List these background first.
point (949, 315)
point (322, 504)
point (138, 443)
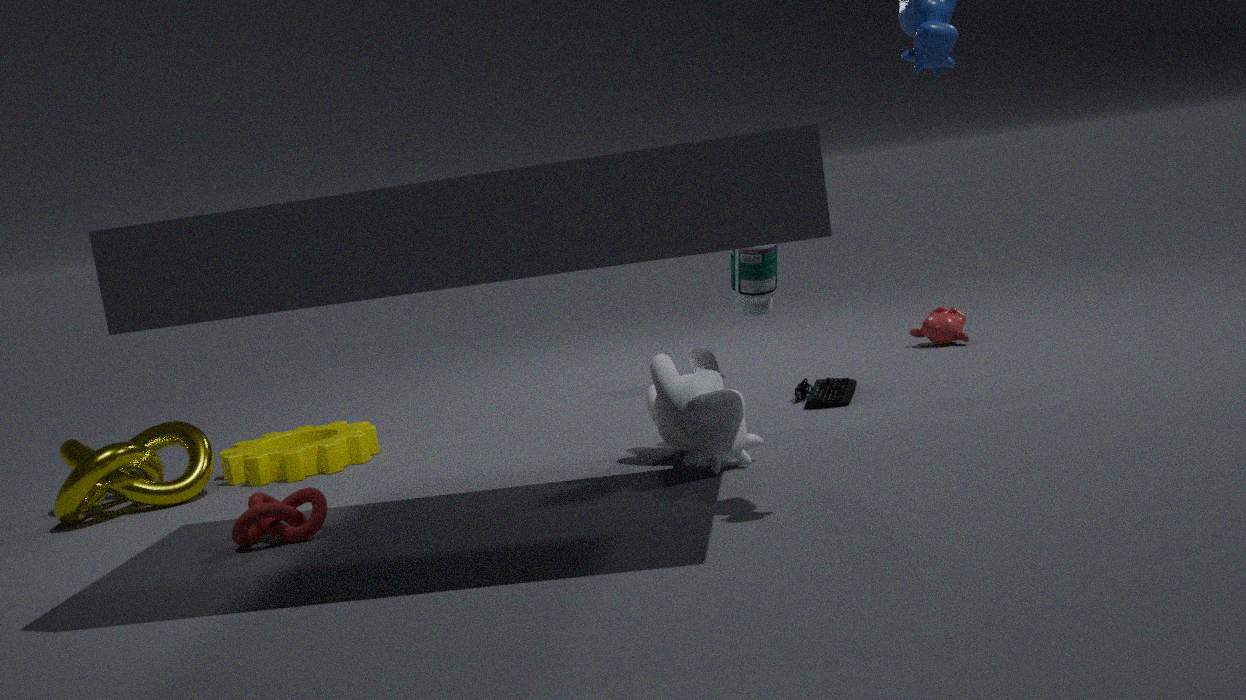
1. point (949, 315)
2. point (138, 443)
3. point (322, 504)
